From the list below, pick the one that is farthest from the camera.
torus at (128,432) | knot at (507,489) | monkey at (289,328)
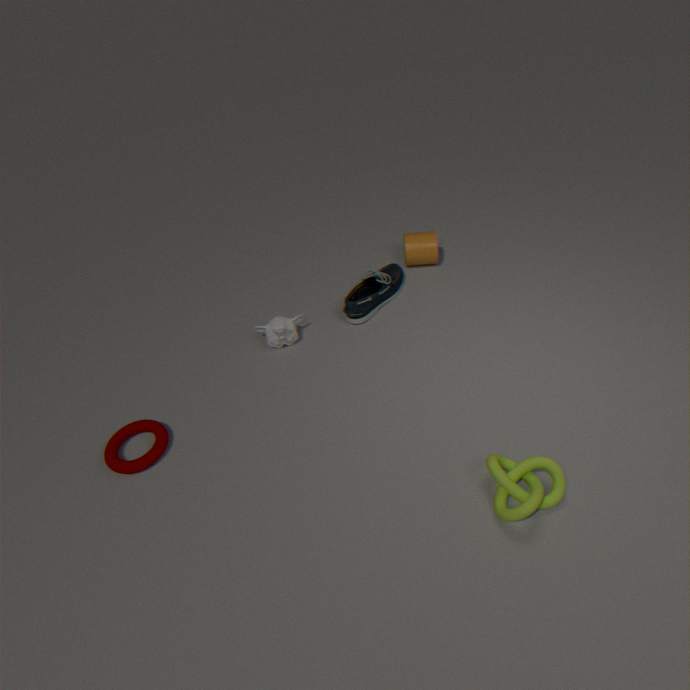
monkey at (289,328)
